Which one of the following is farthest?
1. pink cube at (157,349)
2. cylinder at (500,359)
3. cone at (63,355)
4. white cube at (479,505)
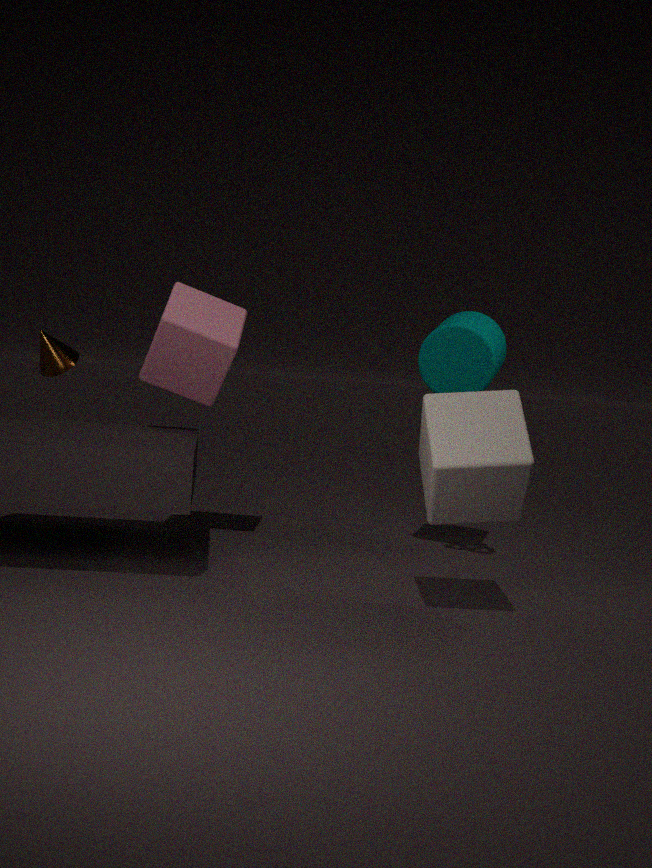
cone at (63,355)
